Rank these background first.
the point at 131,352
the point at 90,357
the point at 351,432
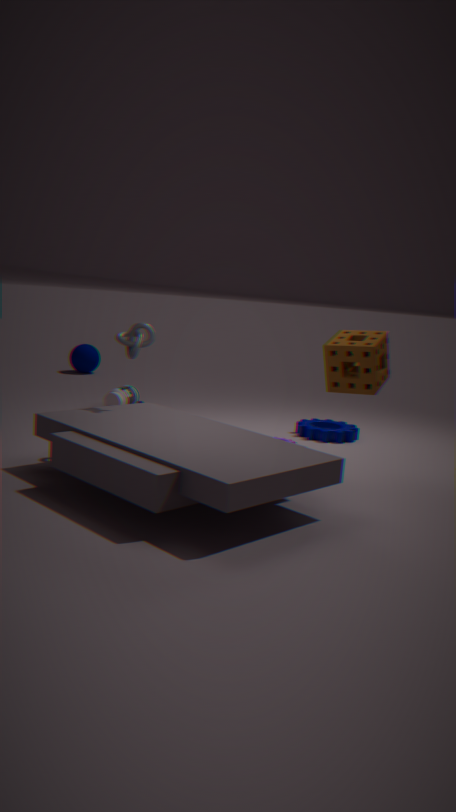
the point at 90,357, the point at 351,432, the point at 131,352
